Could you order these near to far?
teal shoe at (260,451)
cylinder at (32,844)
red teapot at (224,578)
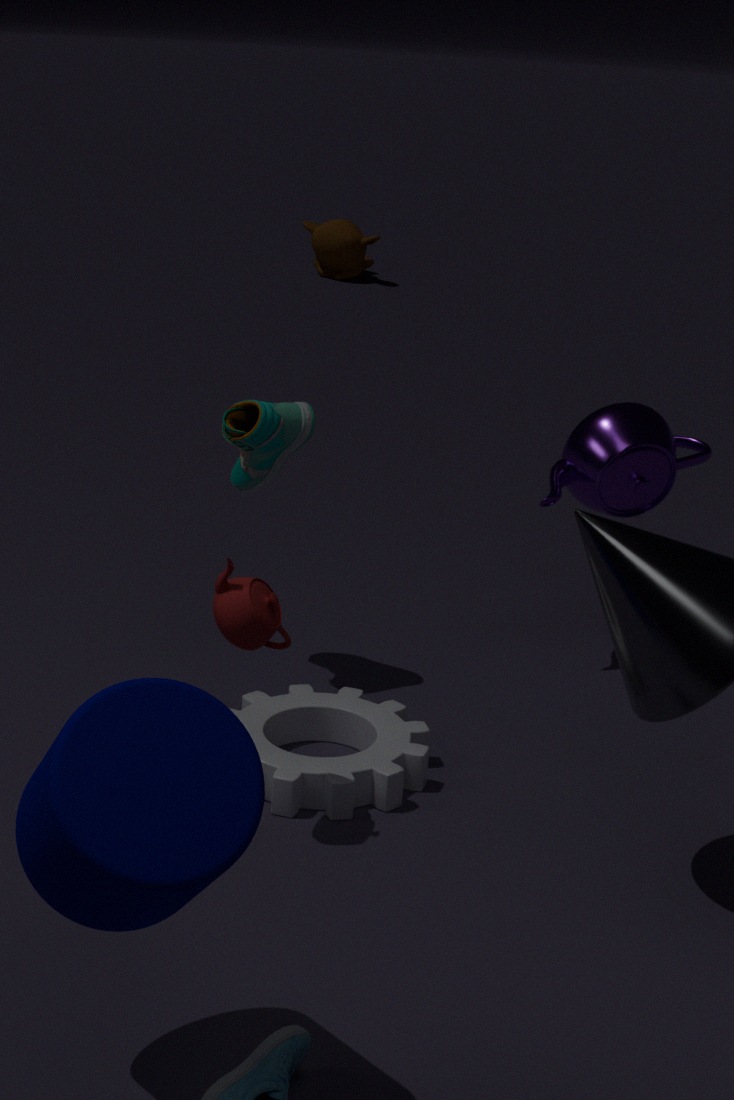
cylinder at (32,844), red teapot at (224,578), teal shoe at (260,451)
